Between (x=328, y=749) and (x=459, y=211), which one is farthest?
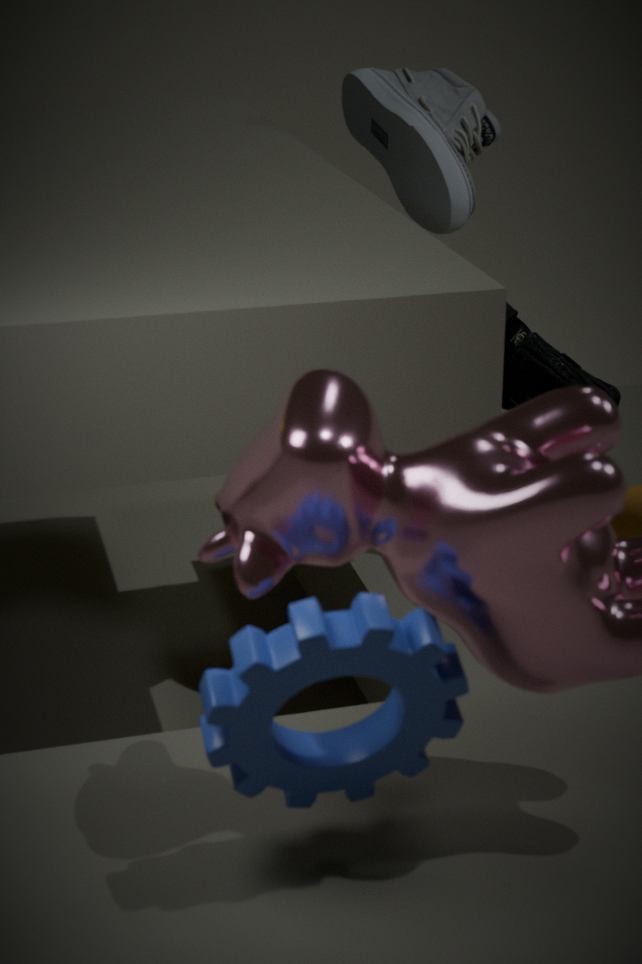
(x=459, y=211)
